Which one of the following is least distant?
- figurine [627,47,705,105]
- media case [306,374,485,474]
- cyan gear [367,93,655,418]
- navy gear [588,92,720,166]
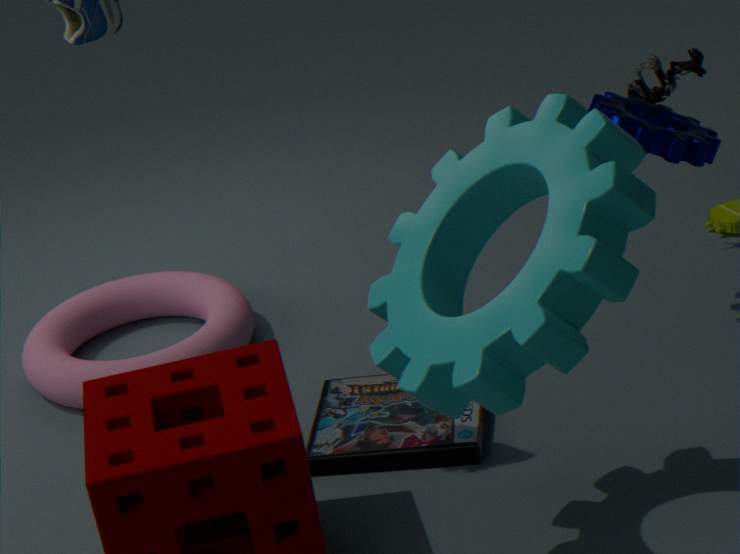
cyan gear [367,93,655,418]
